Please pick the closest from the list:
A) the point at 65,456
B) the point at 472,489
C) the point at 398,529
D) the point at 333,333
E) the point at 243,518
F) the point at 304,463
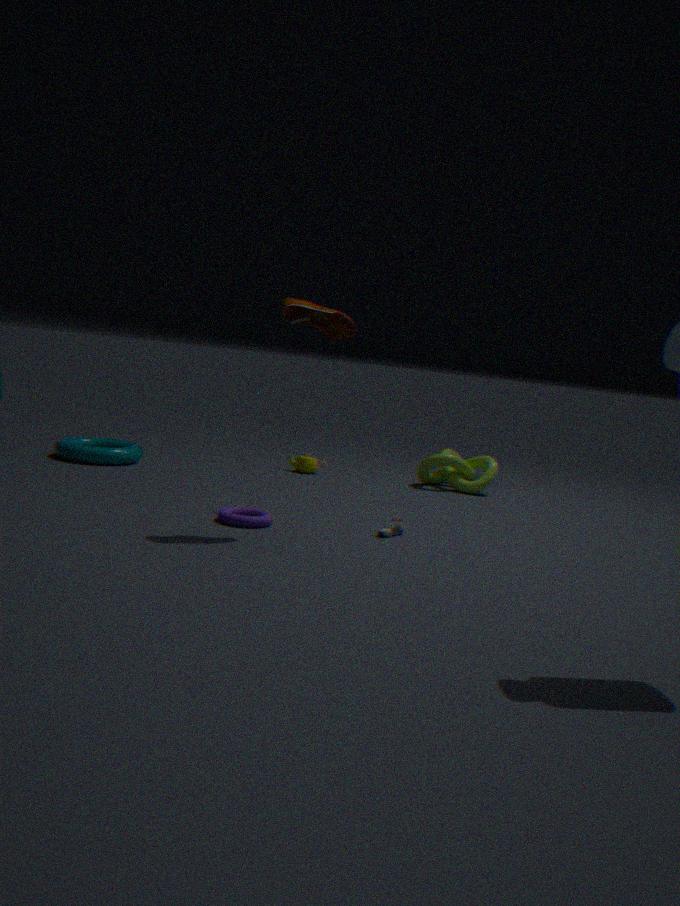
the point at 333,333
